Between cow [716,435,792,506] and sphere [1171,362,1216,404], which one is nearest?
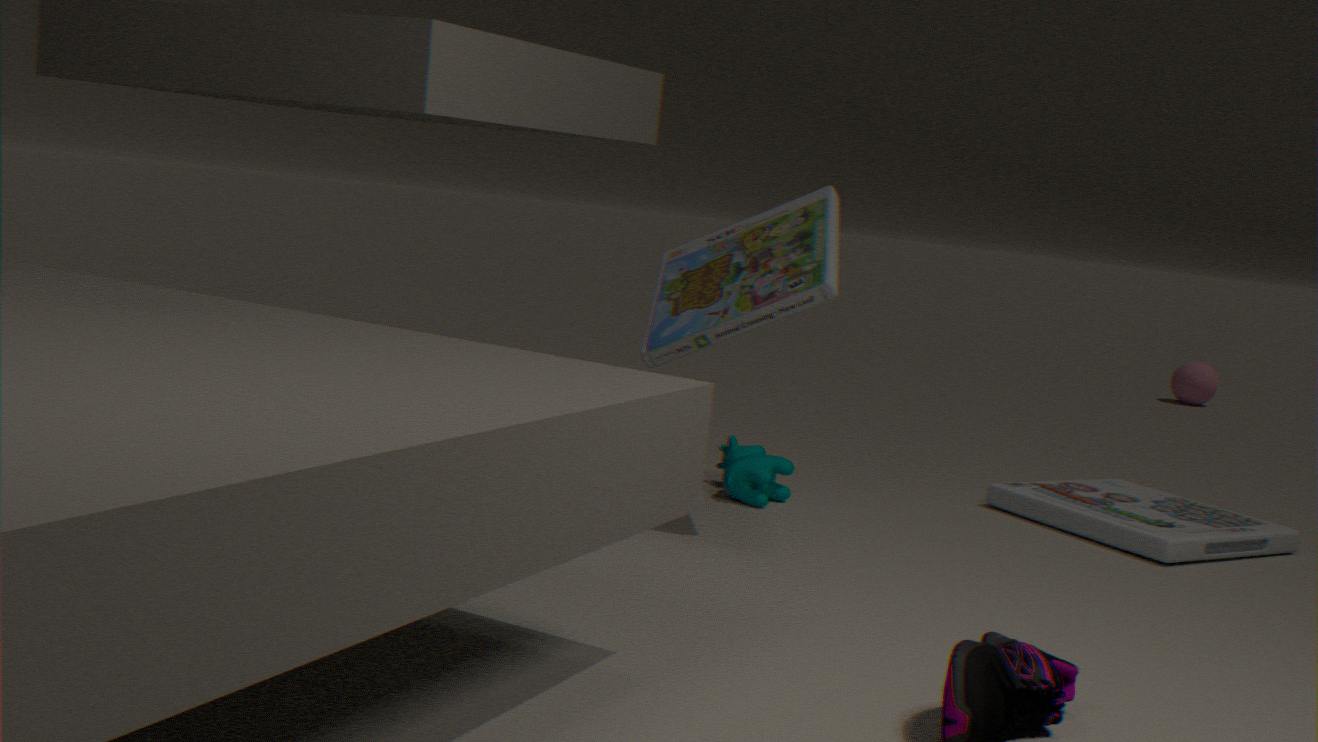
cow [716,435,792,506]
